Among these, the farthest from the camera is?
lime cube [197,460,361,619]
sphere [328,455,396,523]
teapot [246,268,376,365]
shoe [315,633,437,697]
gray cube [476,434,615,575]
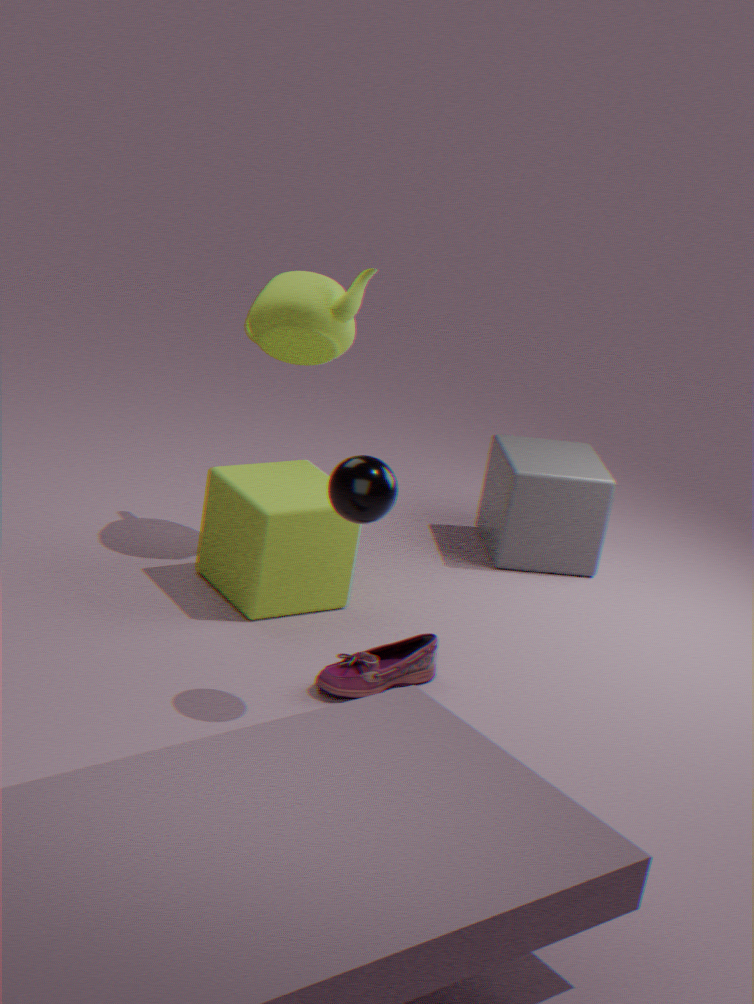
gray cube [476,434,615,575]
